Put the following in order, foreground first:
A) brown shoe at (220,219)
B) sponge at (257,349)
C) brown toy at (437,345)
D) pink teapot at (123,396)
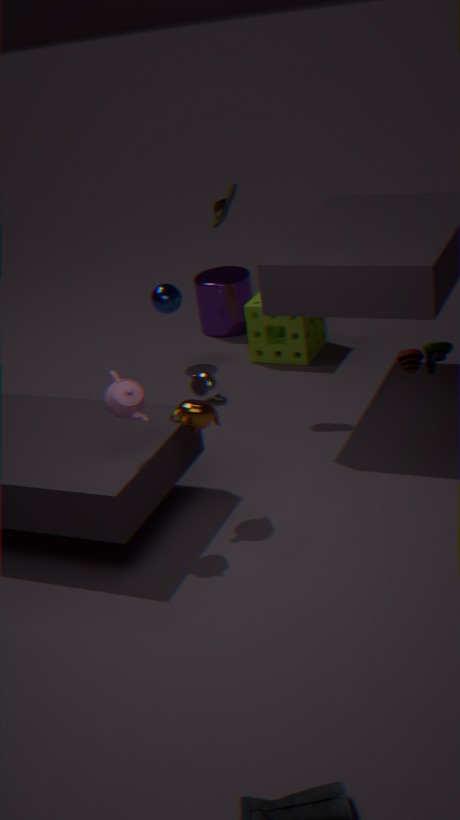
brown toy at (437,345), pink teapot at (123,396), brown shoe at (220,219), sponge at (257,349)
